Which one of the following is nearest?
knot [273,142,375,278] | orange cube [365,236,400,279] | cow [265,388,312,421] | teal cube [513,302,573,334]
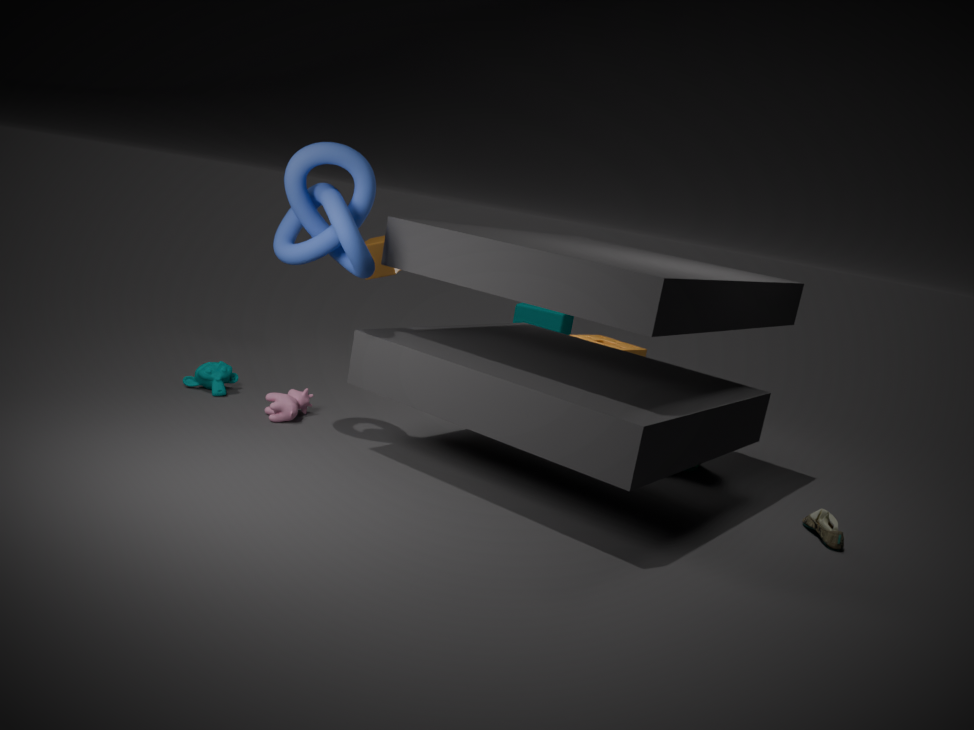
knot [273,142,375,278]
